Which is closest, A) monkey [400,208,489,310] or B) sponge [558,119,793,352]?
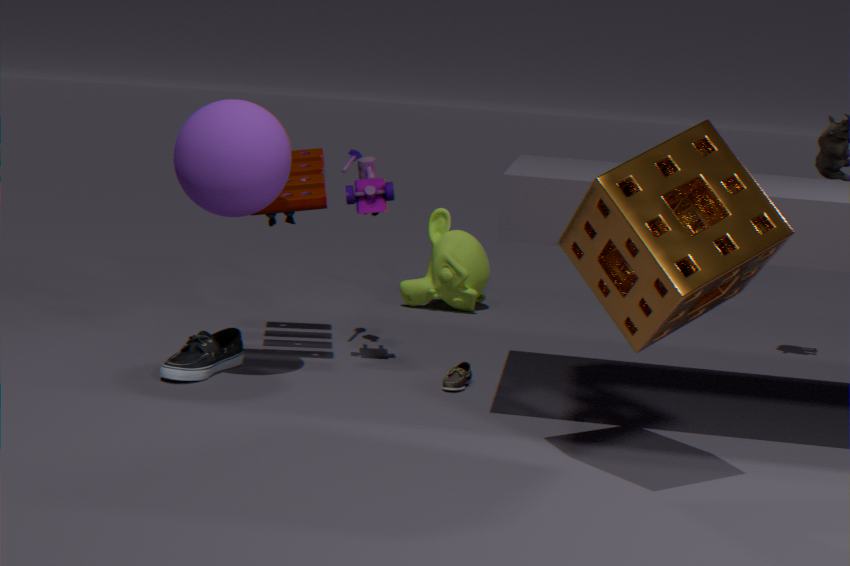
B. sponge [558,119,793,352]
